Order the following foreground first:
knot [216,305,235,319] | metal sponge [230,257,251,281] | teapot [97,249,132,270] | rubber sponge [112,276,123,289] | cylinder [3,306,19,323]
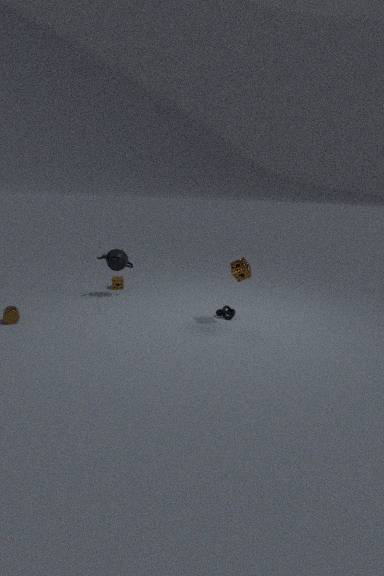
metal sponge [230,257,251,281] → cylinder [3,306,19,323] → knot [216,305,235,319] → teapot [97,249,132,270] → rubber sponge [112,276,123,289]
